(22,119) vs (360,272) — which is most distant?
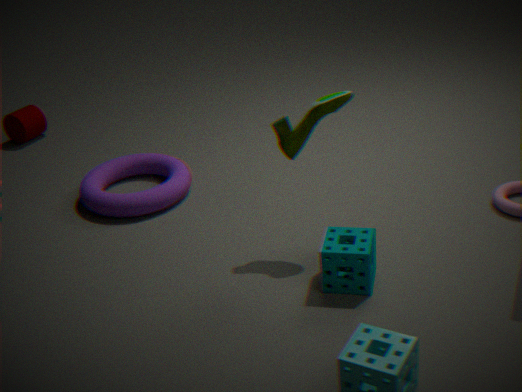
(22,119)
